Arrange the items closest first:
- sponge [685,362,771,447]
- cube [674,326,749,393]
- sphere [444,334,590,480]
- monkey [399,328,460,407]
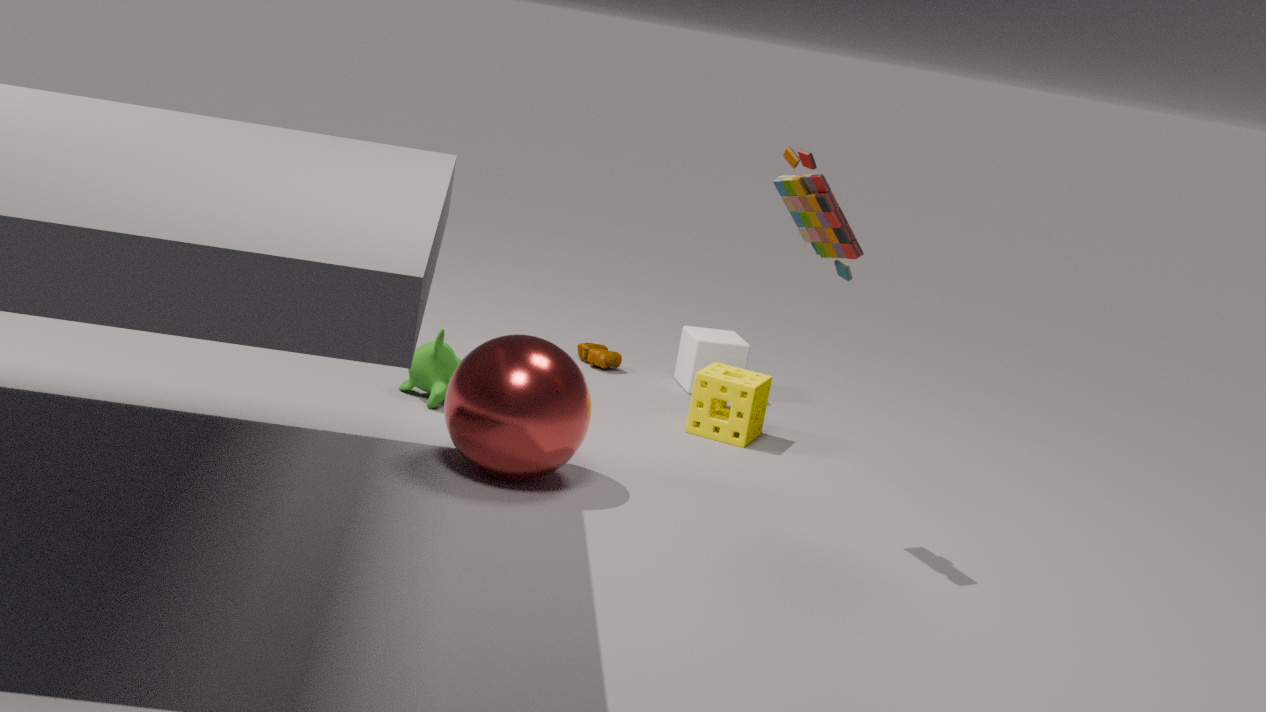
sphere [444,334,590,480] → monkey [399,328,460,407] → sponge [685,362,771,447] → cube [674,326,749,393]
